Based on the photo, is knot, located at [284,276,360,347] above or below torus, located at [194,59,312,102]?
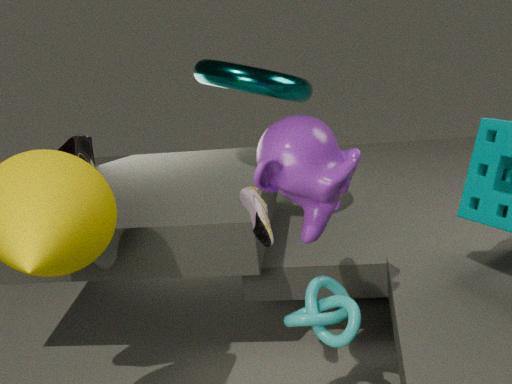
below
